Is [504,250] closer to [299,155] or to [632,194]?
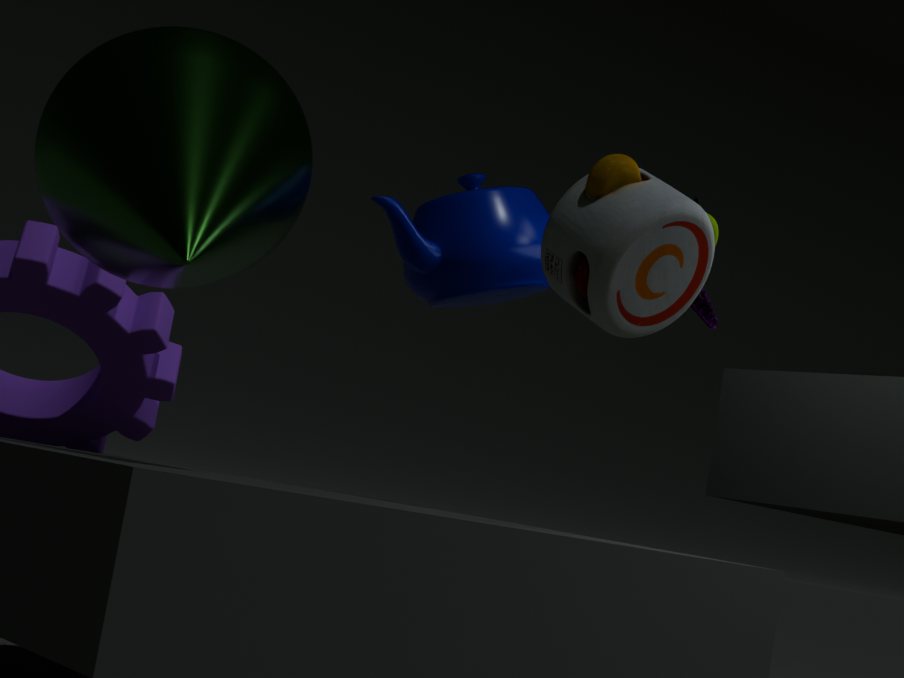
[632,194]
